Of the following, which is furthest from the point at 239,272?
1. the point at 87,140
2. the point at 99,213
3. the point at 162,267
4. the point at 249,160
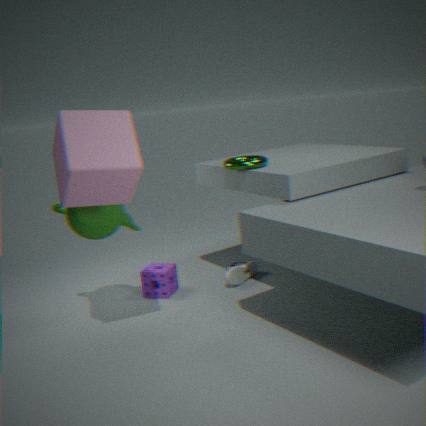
the point at 87,140
